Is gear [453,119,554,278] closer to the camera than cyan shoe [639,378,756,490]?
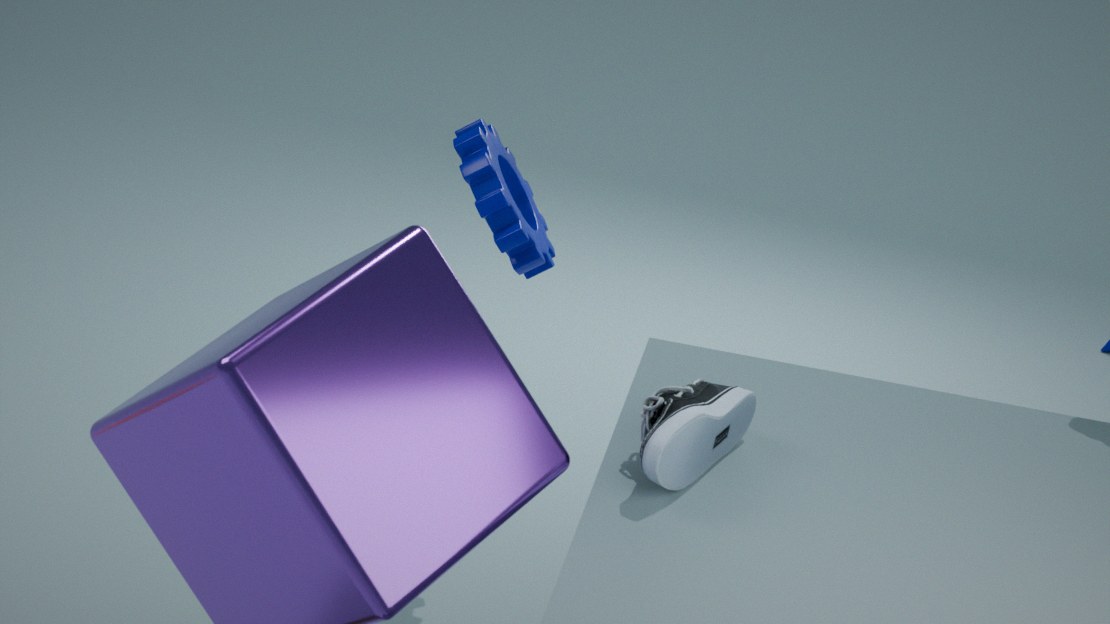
No
